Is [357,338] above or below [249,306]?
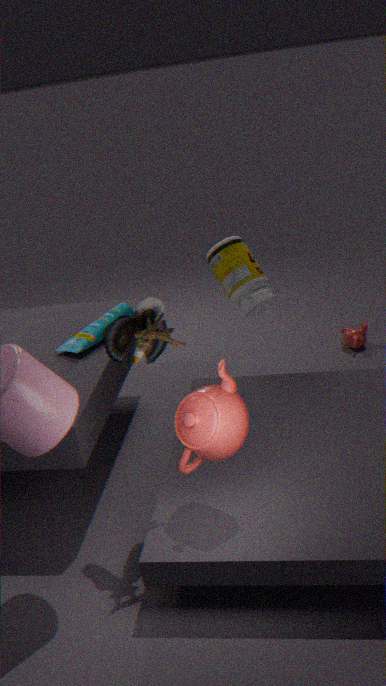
below
